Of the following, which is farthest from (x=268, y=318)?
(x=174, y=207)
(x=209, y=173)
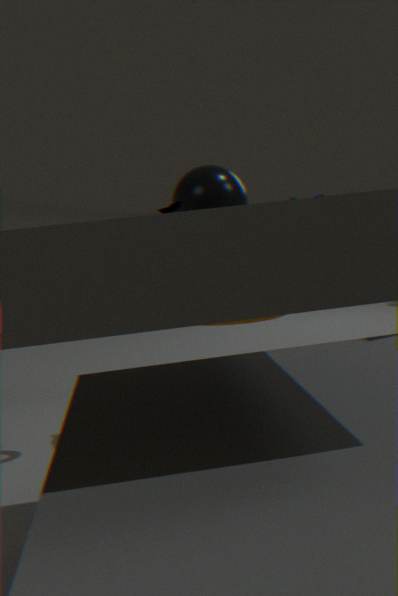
(x=174, y=207)
